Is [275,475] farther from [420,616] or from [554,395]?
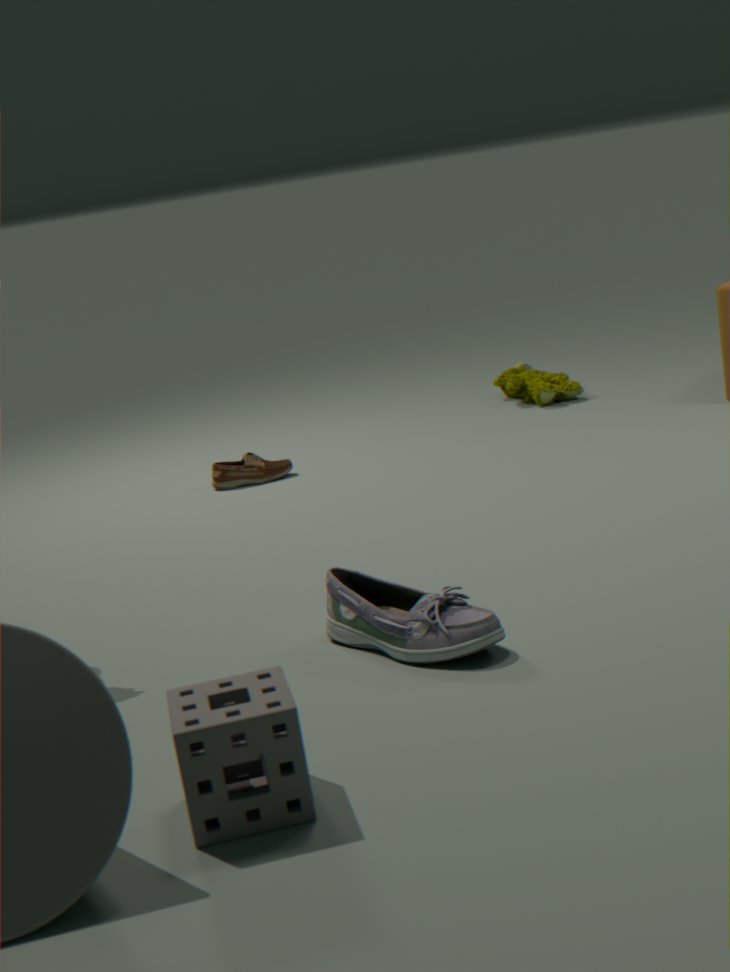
[420,616]
